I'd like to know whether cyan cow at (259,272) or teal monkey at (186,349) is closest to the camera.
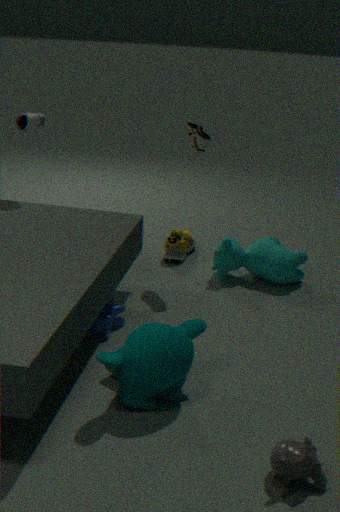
teal monkey at (186,349)
